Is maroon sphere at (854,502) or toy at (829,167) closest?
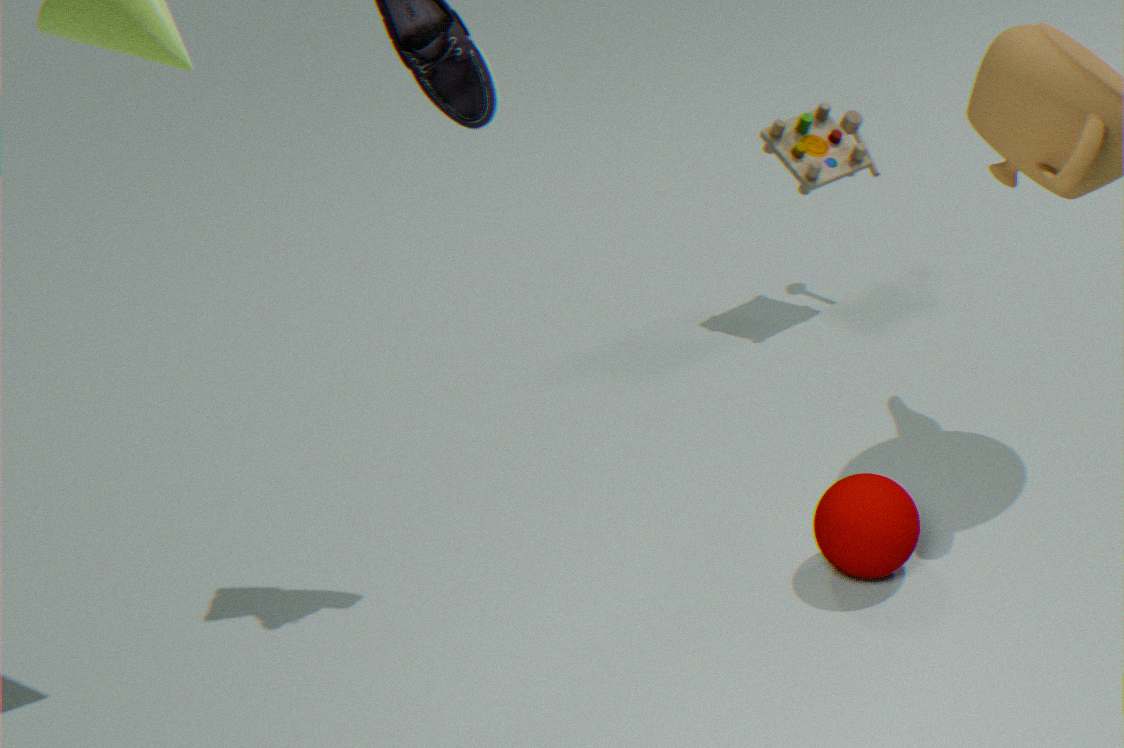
maroon sphere at (854,502)
